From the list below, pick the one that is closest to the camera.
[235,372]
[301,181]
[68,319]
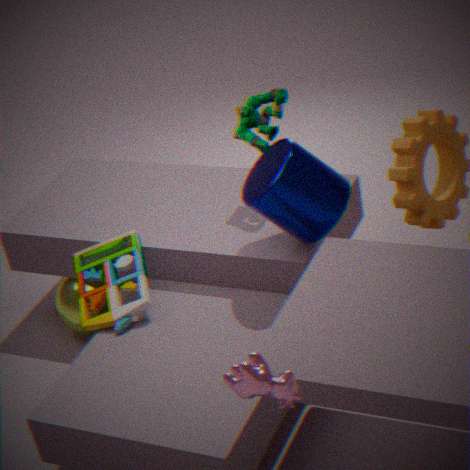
[235,372]
